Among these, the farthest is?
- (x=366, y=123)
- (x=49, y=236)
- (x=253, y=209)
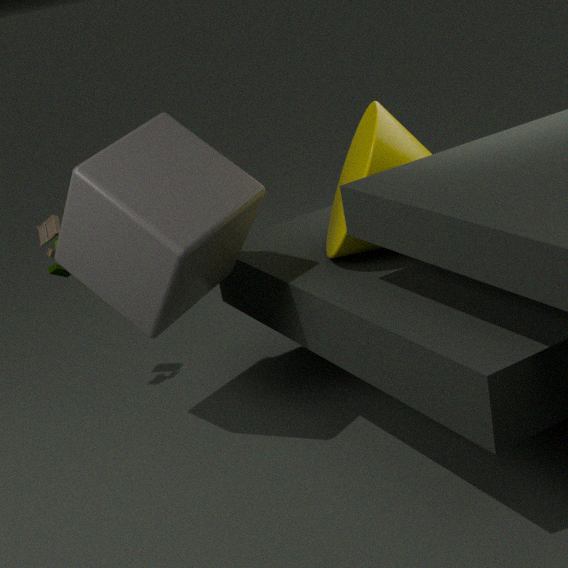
(x=49, y=236)
